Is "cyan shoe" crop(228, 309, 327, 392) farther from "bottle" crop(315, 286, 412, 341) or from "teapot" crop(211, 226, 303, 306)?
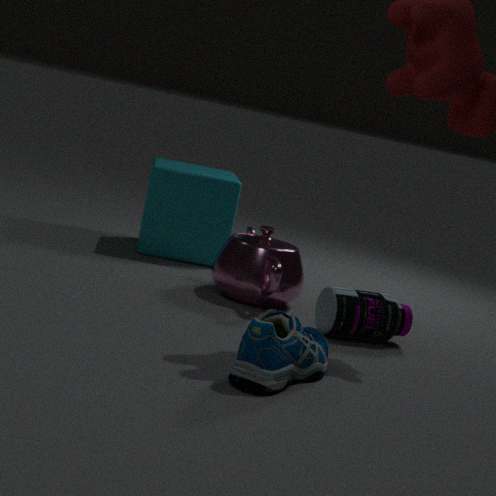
"teapot" crop(211, 226, 303, 306)
